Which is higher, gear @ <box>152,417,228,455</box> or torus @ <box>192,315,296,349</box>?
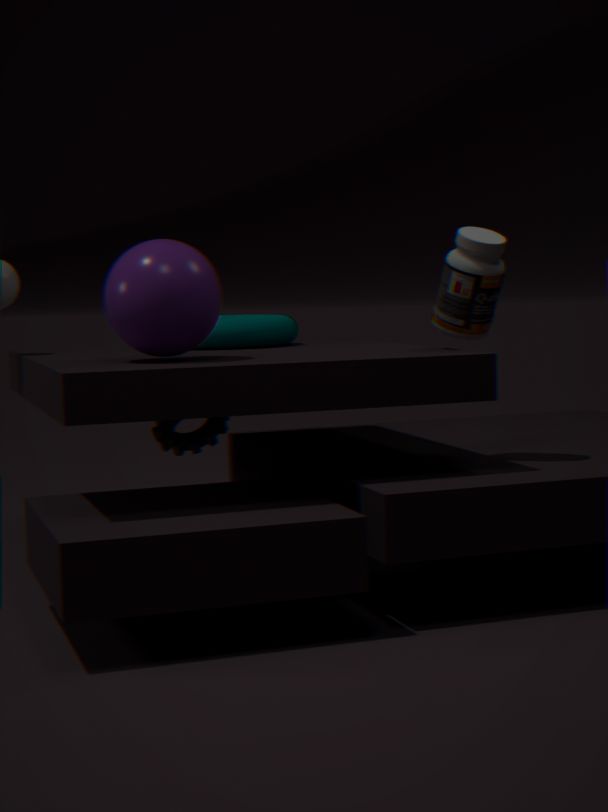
torus @ <box>192,315,296,349</box>
